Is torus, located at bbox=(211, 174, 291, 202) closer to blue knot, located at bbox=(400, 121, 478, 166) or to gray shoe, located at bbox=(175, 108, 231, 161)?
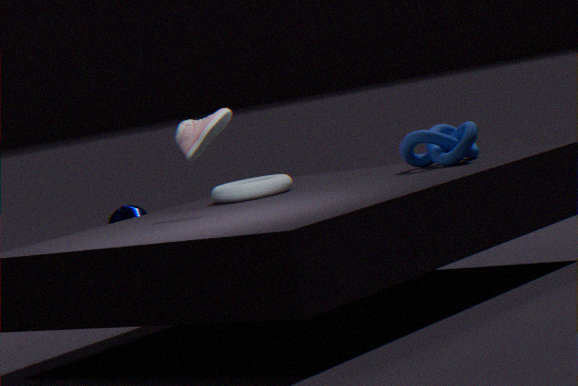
gray shoe, located at bbox=(175, 108, 231, 161)
